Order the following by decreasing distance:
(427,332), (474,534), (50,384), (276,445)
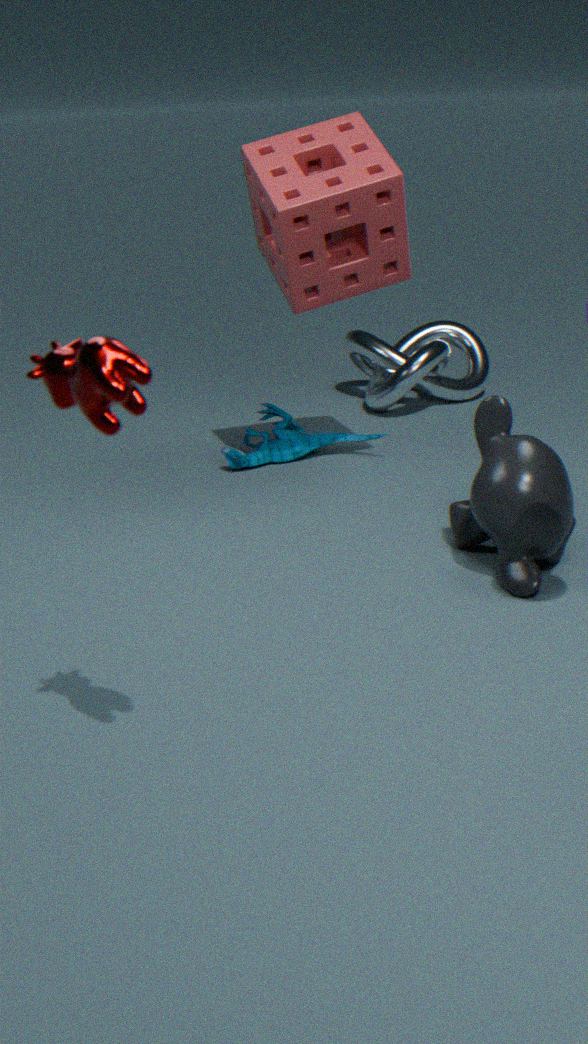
1. (427,332)
2. (276,445)
3. (474,534)
4. (50,384)
